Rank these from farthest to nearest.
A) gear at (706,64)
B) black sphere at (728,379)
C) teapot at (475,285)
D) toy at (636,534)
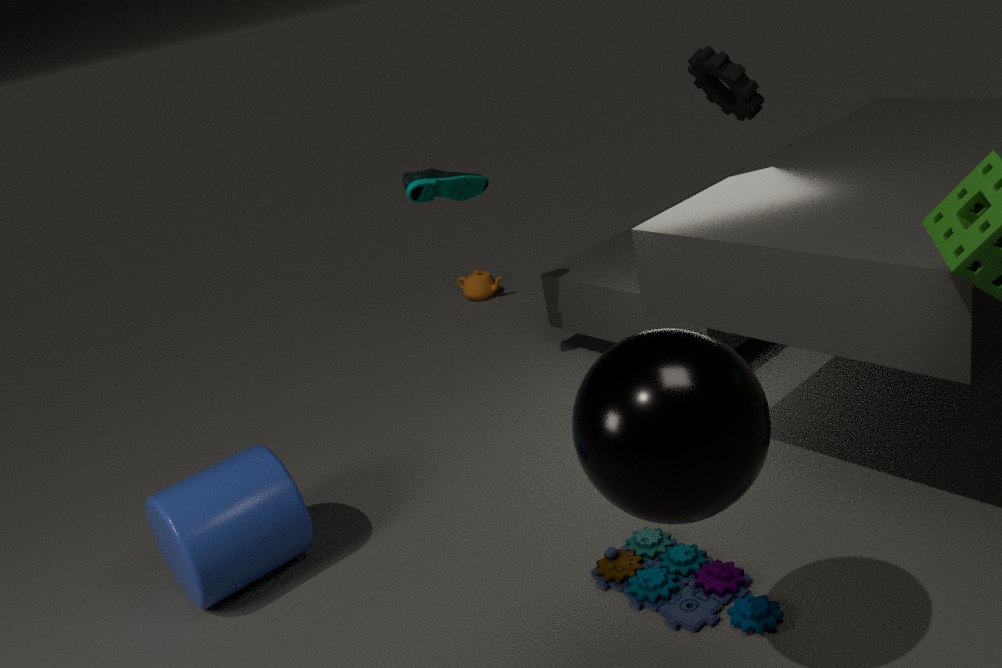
teapot at (475,285), gear at (706,64), toy at (636,534), black sphere at (728,379)
